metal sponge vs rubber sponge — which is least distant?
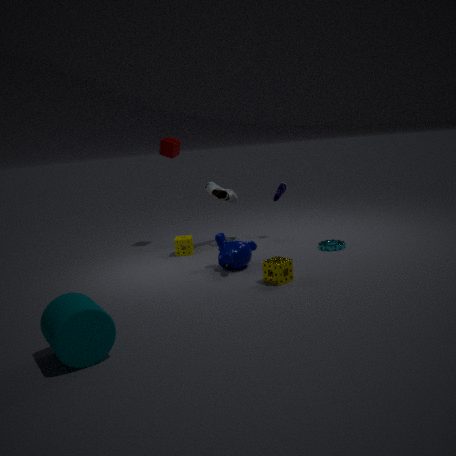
metal sponge
